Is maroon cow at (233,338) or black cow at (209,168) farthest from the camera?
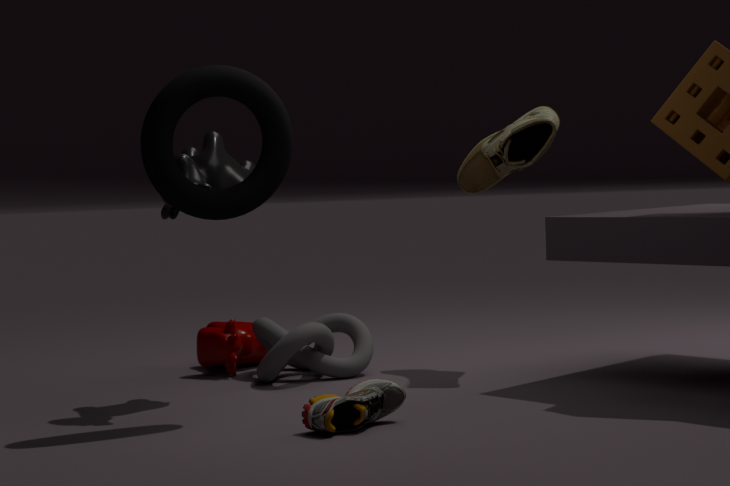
maroon cow at (233,338)
